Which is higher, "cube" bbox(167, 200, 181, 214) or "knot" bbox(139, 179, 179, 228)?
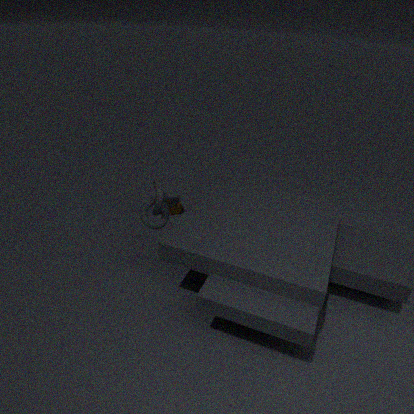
"knot" bbox(139, 179, 179, 228)
